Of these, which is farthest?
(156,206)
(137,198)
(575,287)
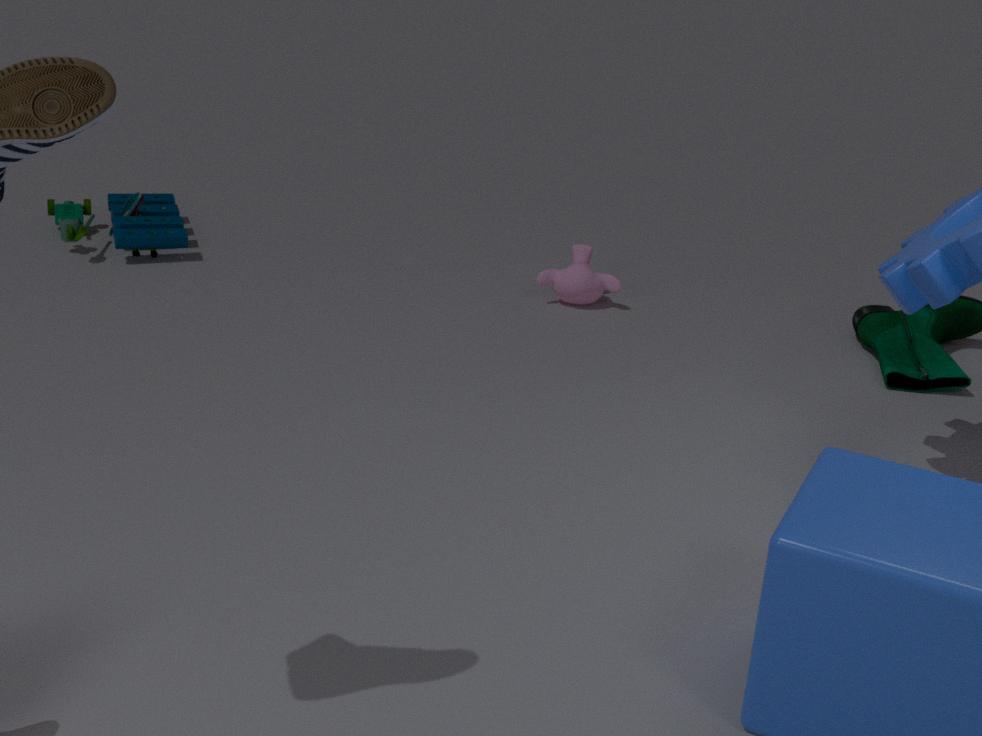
(156,206)
